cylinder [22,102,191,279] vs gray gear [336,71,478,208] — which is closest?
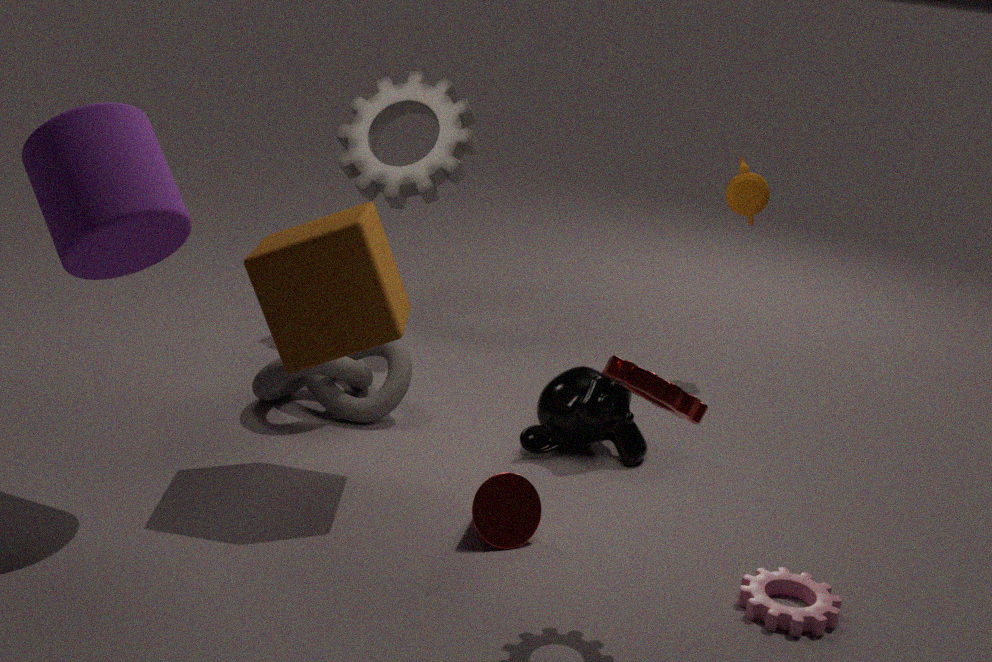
cylinder [22,102,191,279]
